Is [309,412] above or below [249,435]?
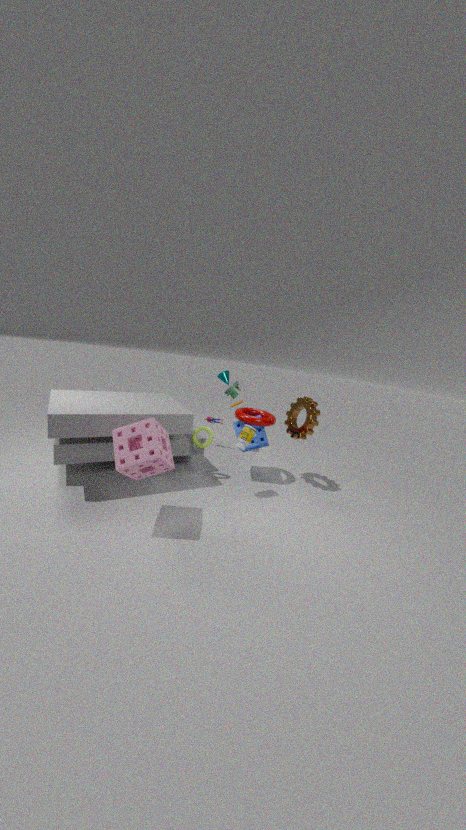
above
